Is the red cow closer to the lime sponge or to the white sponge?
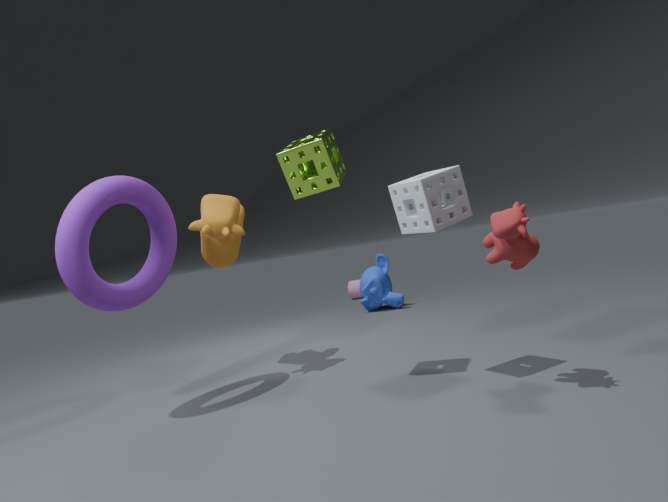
the white sponge
